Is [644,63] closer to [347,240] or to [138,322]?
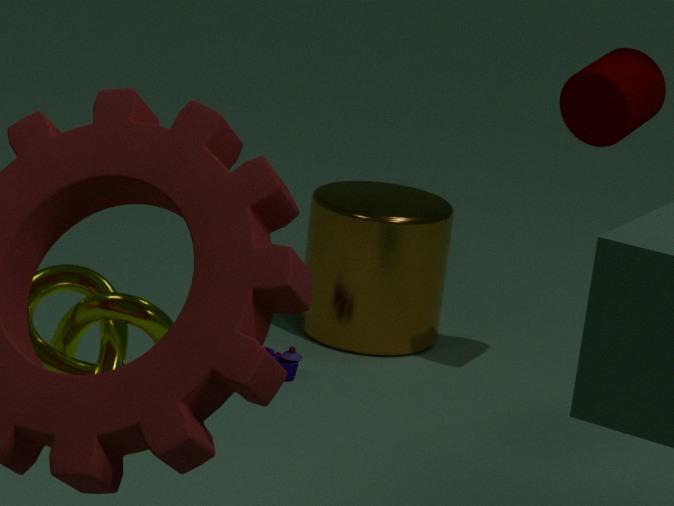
[347,240]
